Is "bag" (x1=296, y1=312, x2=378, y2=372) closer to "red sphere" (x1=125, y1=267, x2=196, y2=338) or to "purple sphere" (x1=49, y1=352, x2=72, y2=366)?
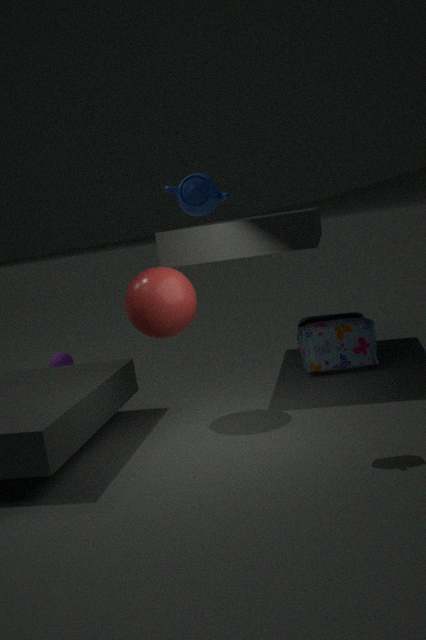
"red sphere" (x1=125, y1=267, x2=196, y2=338)
